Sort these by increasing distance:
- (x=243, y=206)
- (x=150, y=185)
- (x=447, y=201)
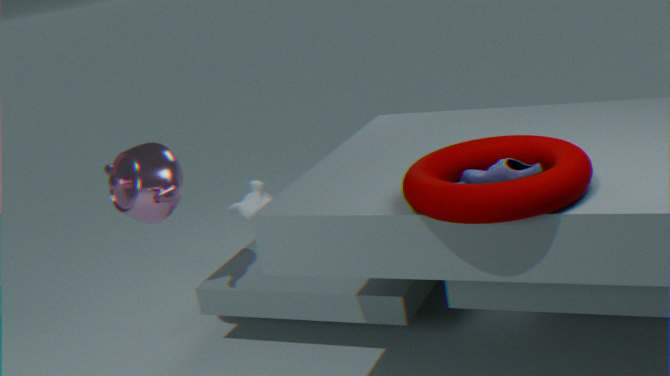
(x=447, y=201) < (x=150, y=185) < (x=243, y=206)
